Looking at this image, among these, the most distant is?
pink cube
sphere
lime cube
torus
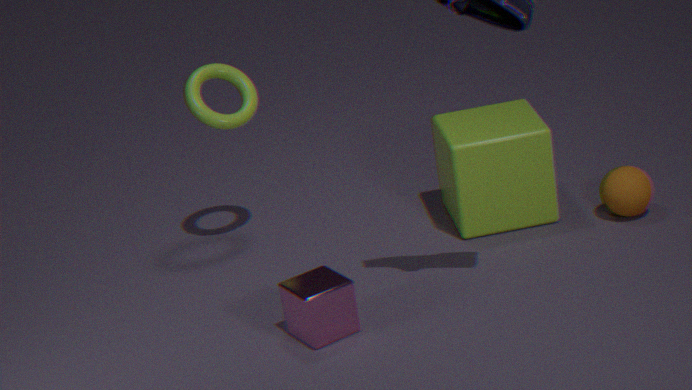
torus
